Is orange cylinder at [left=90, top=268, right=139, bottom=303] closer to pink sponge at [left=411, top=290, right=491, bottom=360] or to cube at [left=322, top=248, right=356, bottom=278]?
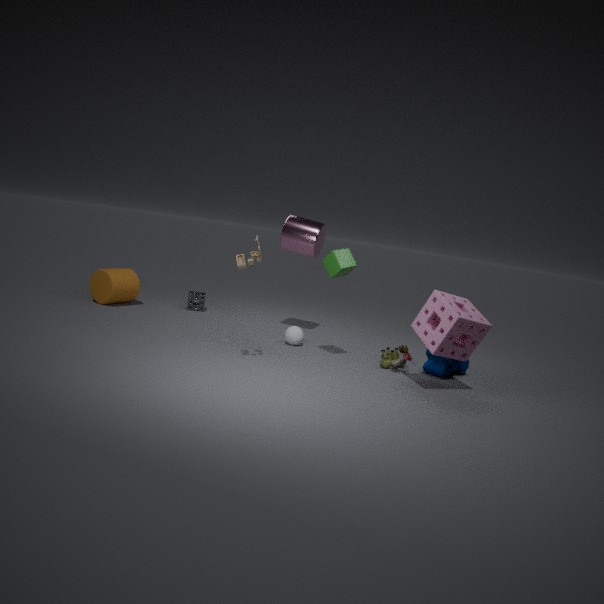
cube at [left=322, top=248, right=356, bottom=278]
